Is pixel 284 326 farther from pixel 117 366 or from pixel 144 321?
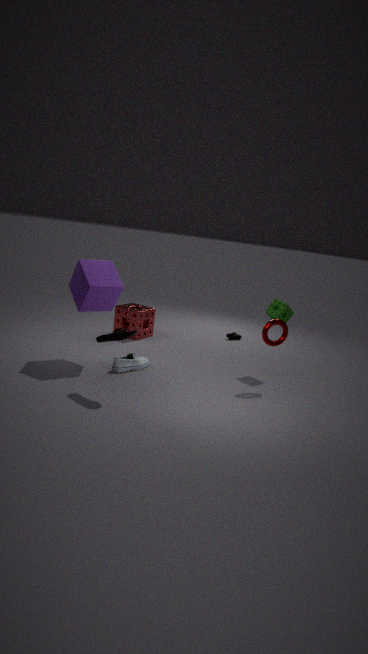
pixel 144 321
